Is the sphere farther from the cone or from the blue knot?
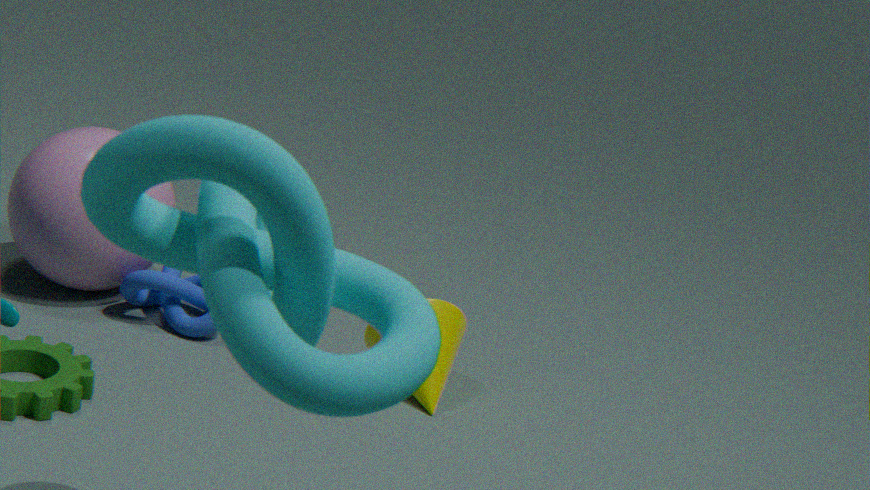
the cone
